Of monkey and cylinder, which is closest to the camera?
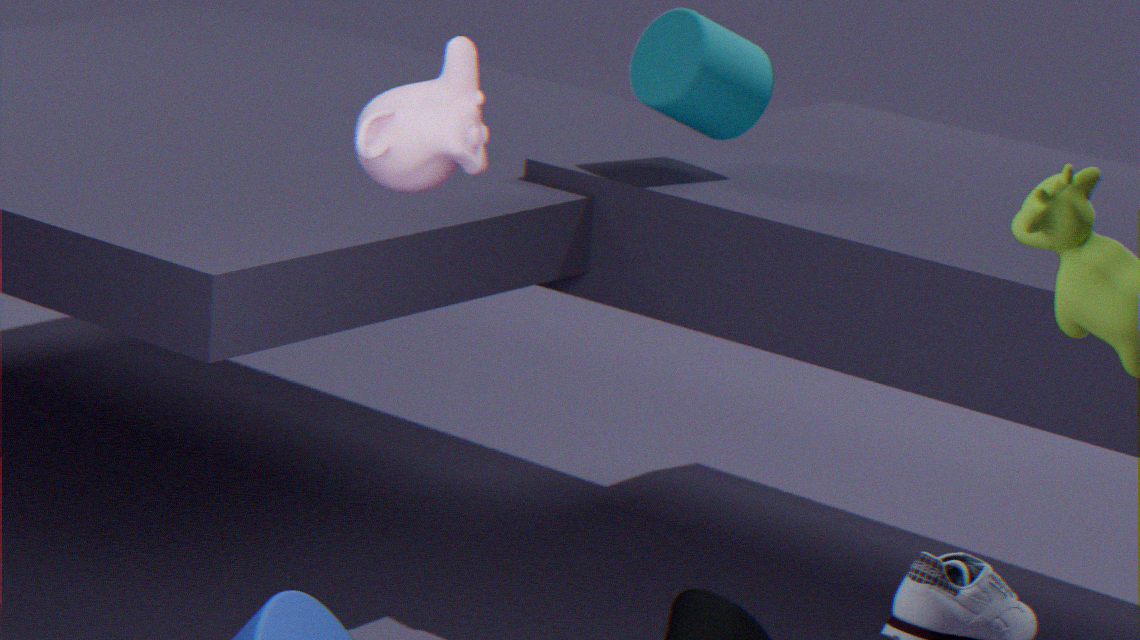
monkey
